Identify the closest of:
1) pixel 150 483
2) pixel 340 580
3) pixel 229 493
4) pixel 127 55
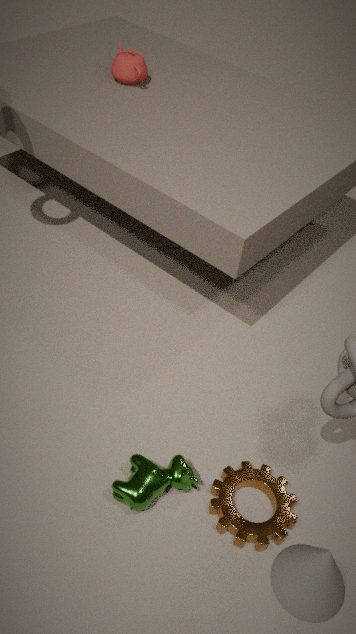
2. pixel 340 580
